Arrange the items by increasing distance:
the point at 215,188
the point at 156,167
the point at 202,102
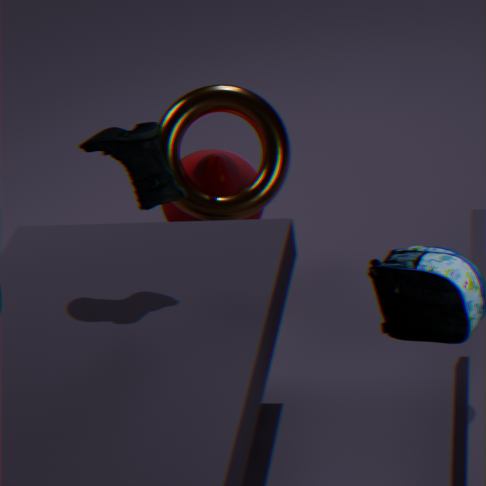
the point at 156,167
the point at 202,102
the point at 215,188
